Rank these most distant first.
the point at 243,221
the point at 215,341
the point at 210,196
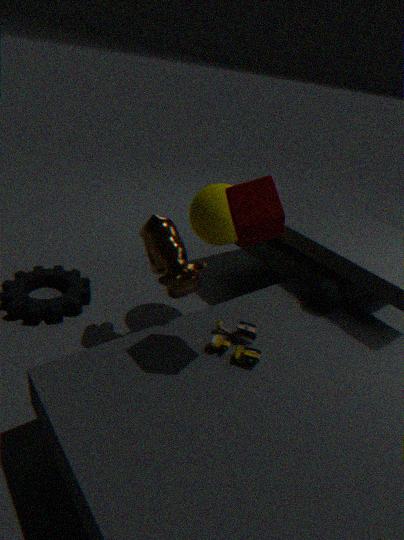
1. the point at 210,196
2. the point at 215,341
3. the point at 243,221
